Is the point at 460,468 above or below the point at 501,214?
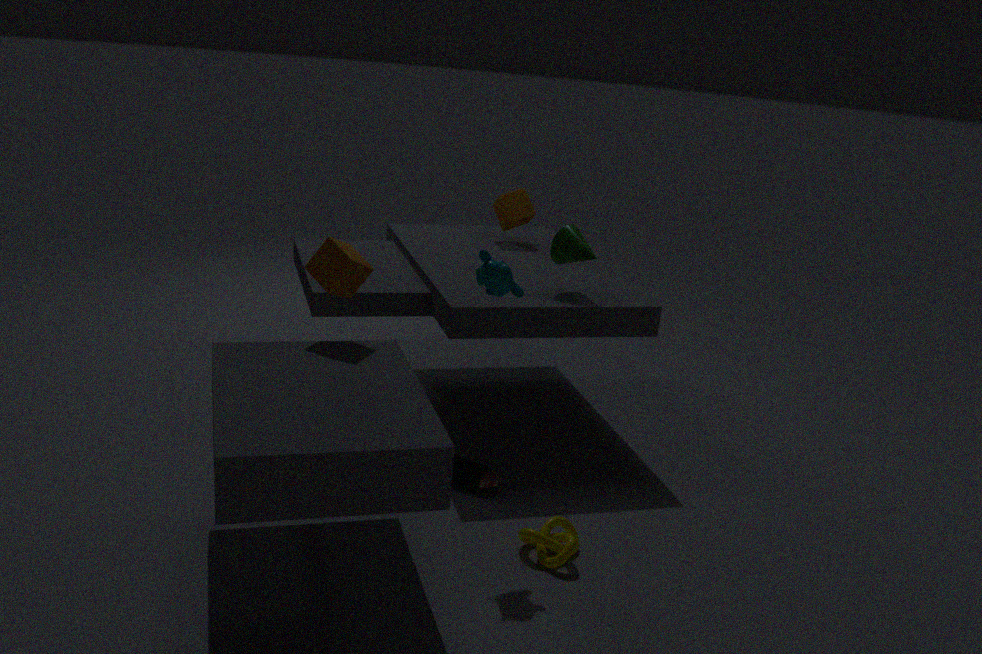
below
